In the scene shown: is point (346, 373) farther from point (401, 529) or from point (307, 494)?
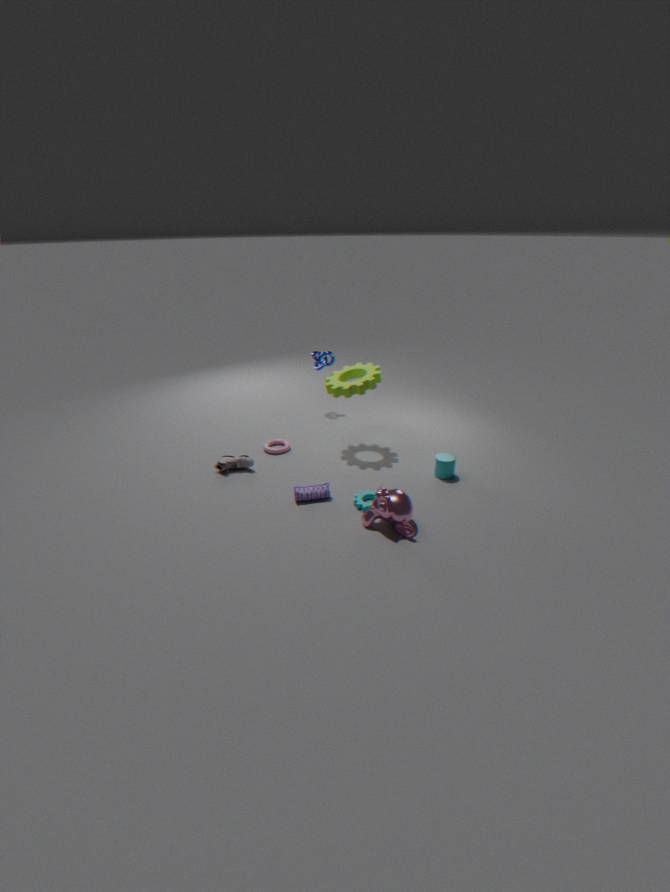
point (401, 529)
